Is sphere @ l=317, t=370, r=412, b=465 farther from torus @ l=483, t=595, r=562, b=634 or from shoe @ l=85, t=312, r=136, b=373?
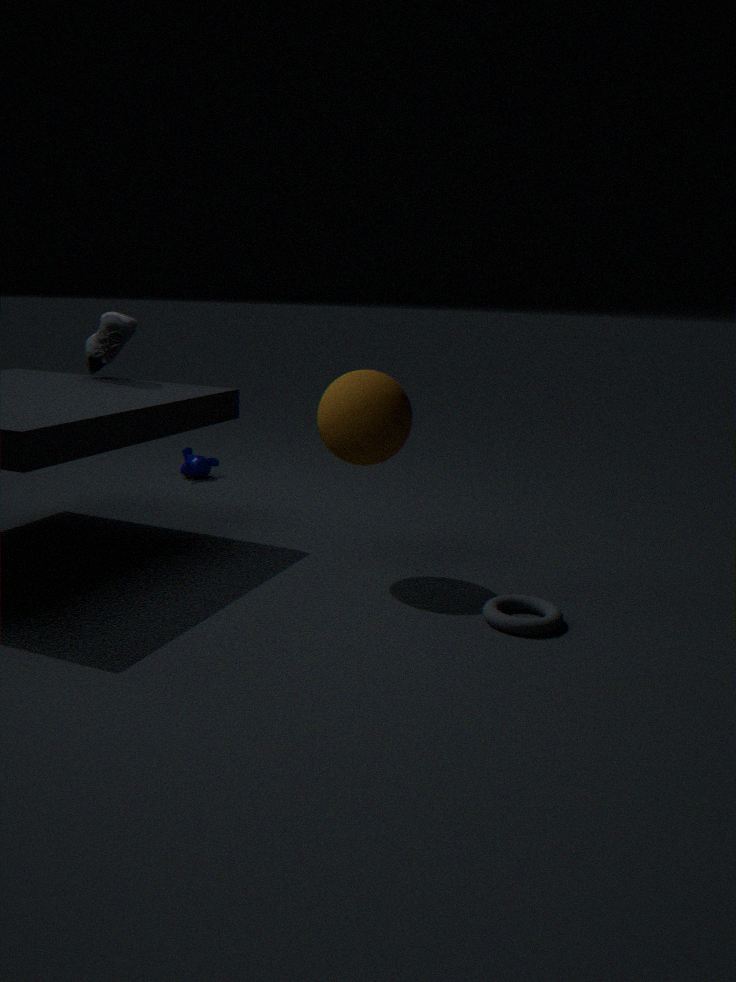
shoe @ l=85, t=312, r=136, b=373
